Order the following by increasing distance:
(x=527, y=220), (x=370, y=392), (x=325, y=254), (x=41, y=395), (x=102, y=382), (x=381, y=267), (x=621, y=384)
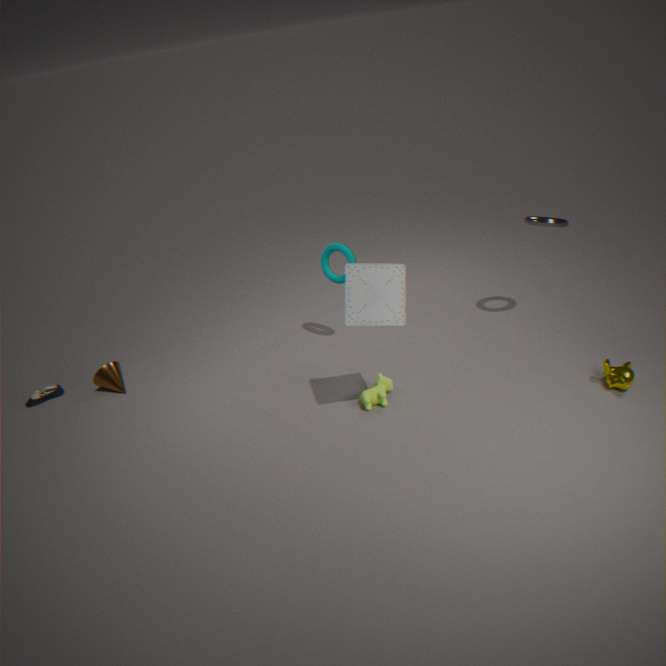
(x=381, y=267) → (x=621, y=384) → (x=370, y=392) → (x=527, y=220) → (x=325, y=254) → (x=102, y=382) → (x=41, y=395)
